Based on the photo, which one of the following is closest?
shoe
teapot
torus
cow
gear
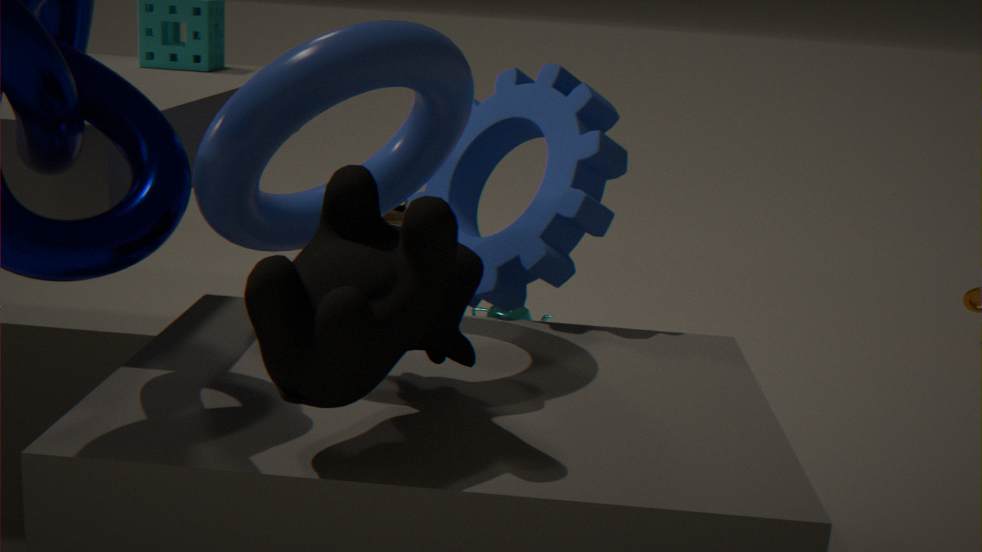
cow
